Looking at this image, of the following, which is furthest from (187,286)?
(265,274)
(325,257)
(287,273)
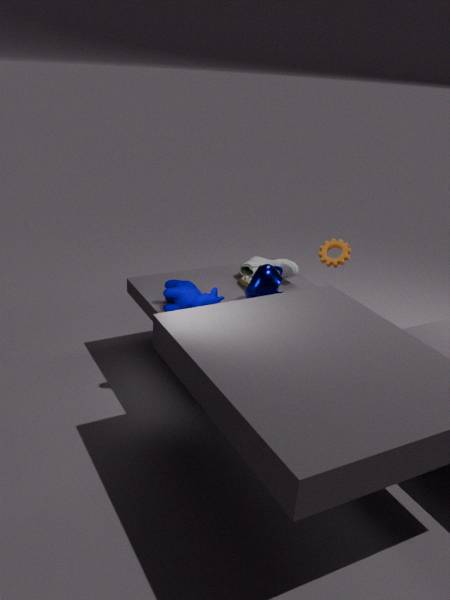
(325,257)
